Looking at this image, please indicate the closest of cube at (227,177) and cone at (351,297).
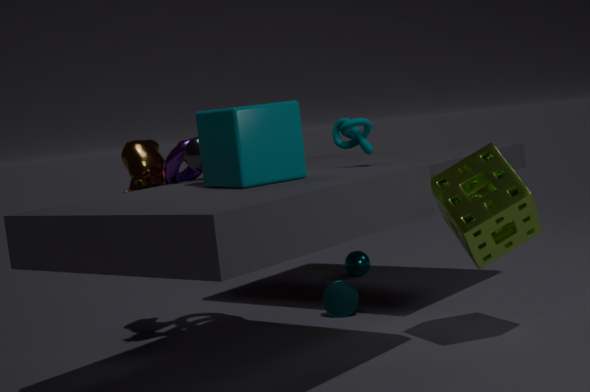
cube at (227,177)
